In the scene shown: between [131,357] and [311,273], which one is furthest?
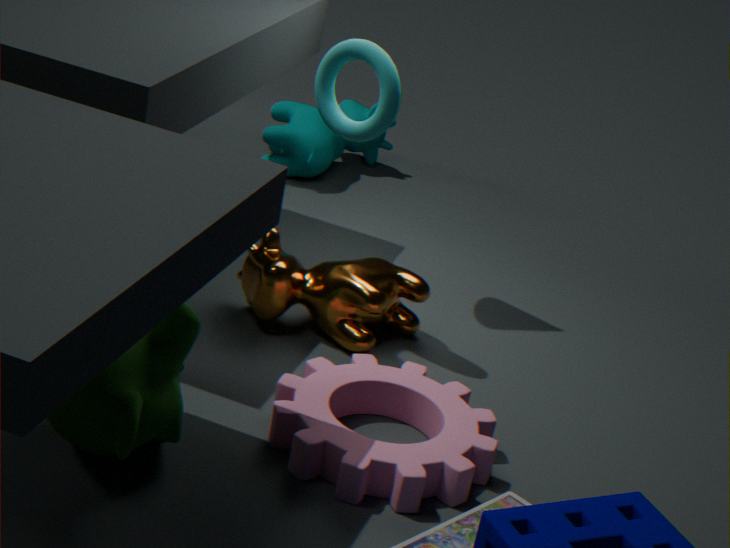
[311,273]
